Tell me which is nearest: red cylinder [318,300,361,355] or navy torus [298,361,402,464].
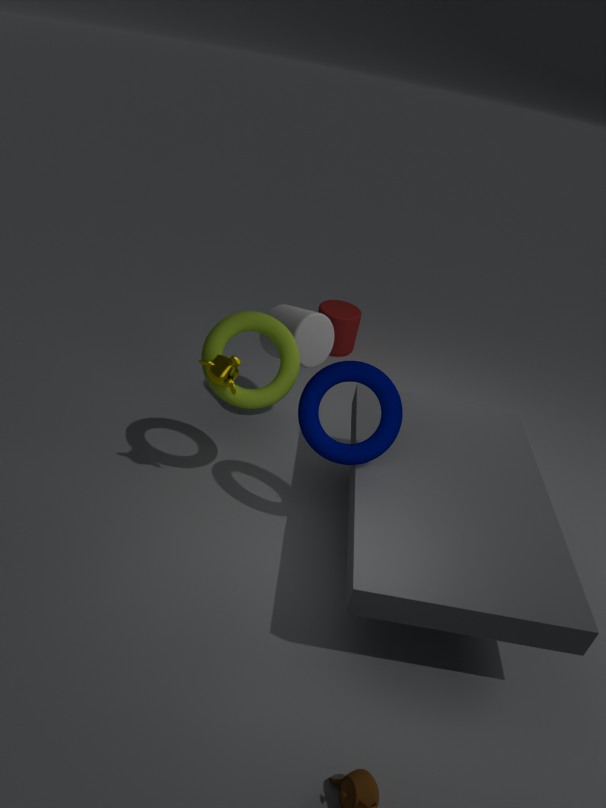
navy torus [298,361,402,464]
